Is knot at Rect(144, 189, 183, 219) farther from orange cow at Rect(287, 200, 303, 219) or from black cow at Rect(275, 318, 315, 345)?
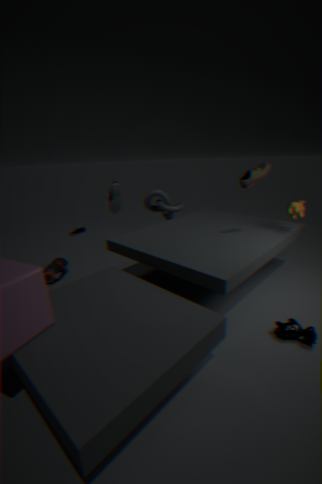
black cow at Rect(275, 318, 315, 345)
